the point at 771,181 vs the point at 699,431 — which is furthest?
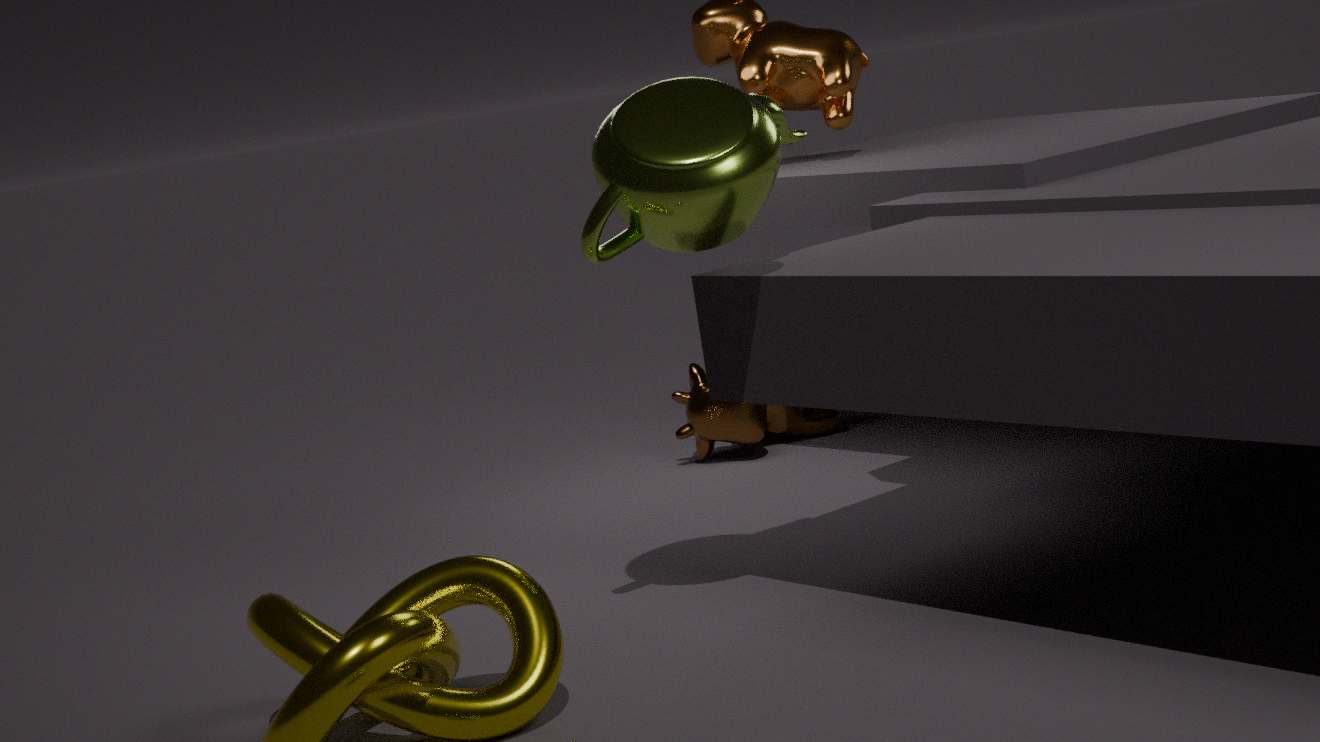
the point at 699,431
